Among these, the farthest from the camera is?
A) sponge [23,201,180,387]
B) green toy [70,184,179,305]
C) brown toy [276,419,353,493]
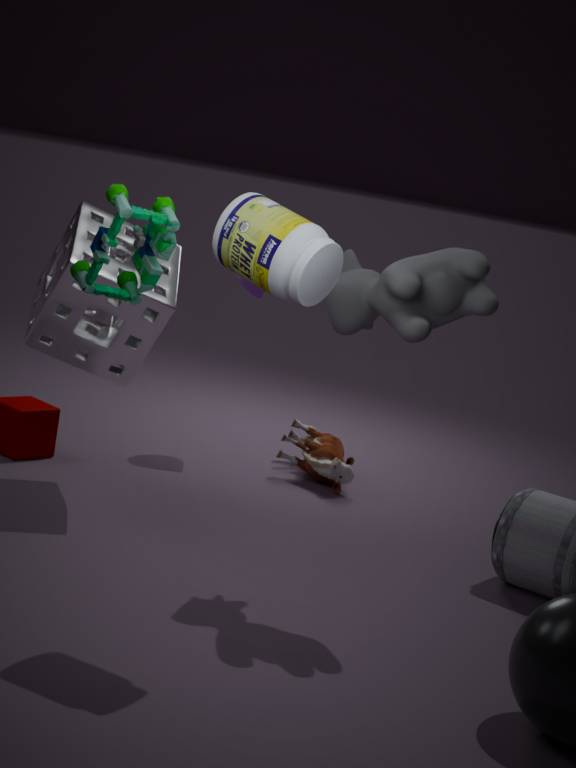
brown toy [276,419,353,493]
